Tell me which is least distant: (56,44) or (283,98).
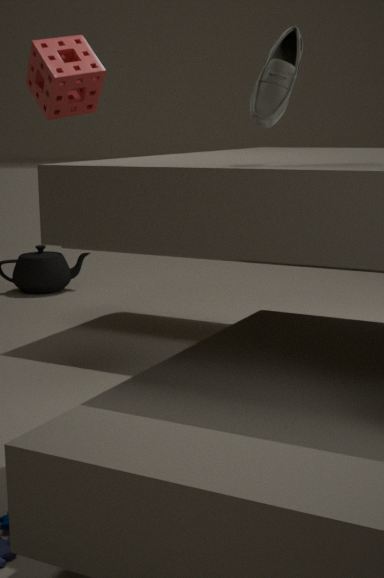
(283,98)
